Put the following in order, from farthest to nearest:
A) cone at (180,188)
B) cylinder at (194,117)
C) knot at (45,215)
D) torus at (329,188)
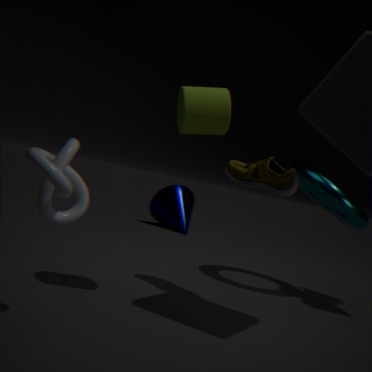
cone at (180,188), torus at (329,188), cylinder at (194,117), knot at (45,215)
